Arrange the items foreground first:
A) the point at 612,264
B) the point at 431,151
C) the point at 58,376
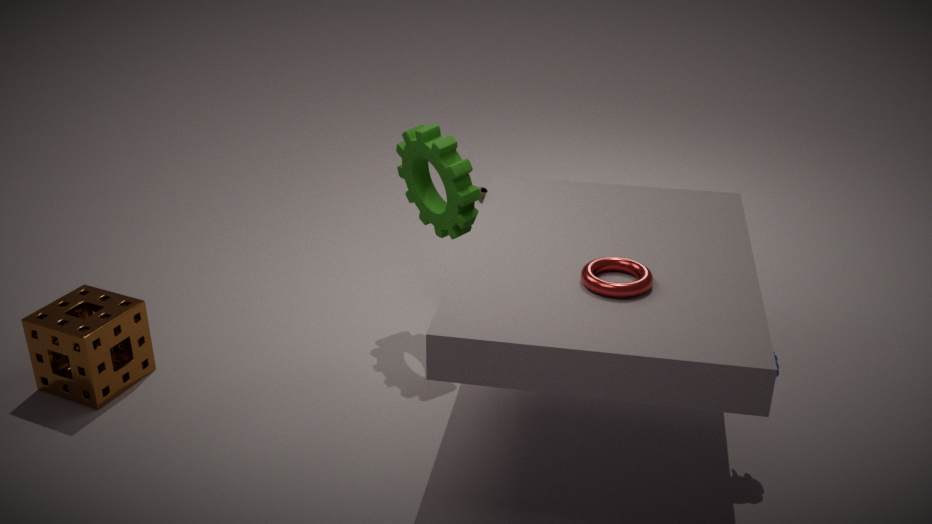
the point at 612,264 → the point at 58,376 → the point at 431,151
